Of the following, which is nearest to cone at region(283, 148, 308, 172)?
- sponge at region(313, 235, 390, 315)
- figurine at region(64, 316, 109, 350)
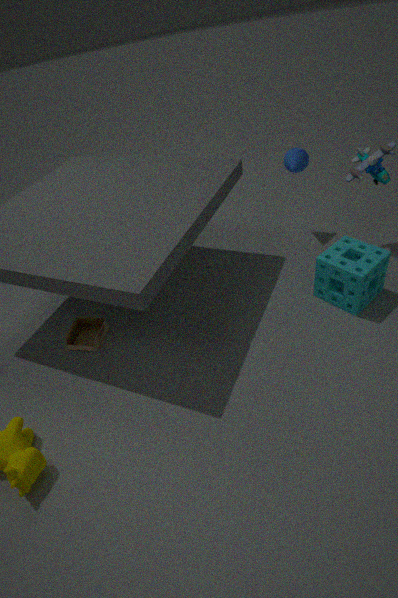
sponge at region(313, 235, 390, 315)
